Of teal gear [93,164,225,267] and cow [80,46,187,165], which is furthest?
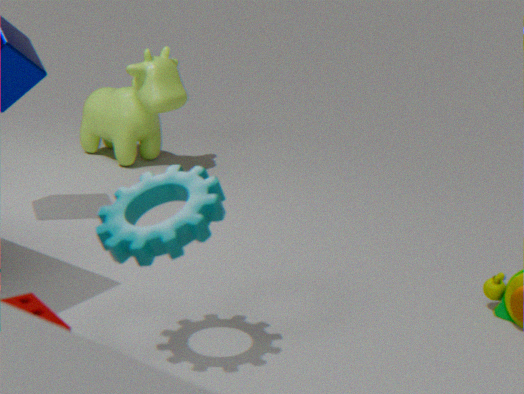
cow [80,46,187,165]
